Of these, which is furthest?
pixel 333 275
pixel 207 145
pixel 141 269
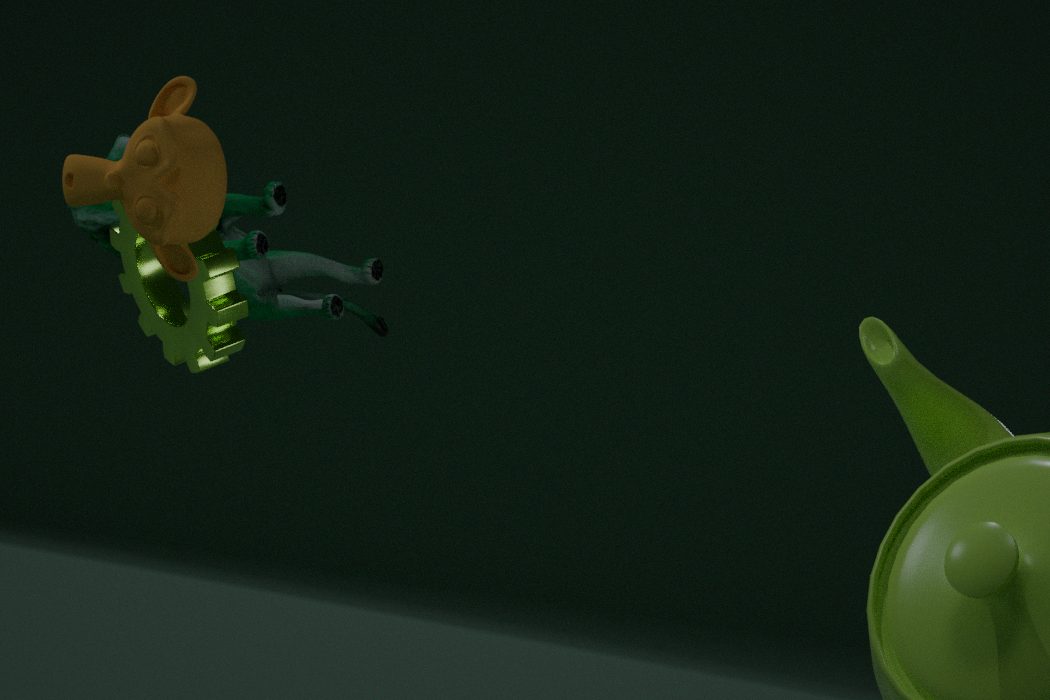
pixel 333 275
